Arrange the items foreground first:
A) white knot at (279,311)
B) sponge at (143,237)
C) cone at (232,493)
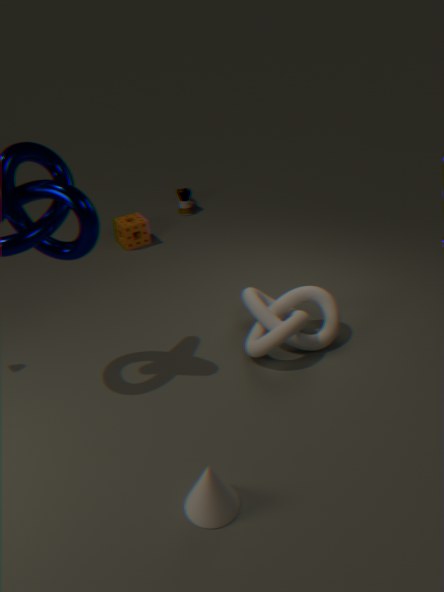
cone at (232,493), white knot at (279,311), sponge at (143,237)
